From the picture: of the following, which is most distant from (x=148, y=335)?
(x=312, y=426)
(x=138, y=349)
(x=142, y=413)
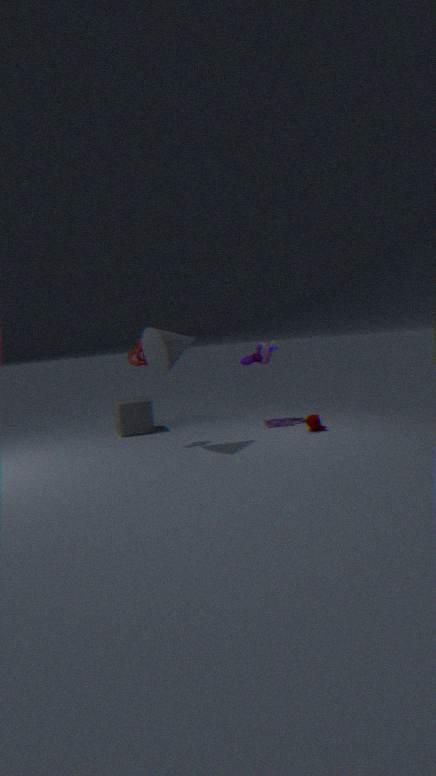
(x=312, y=426)
